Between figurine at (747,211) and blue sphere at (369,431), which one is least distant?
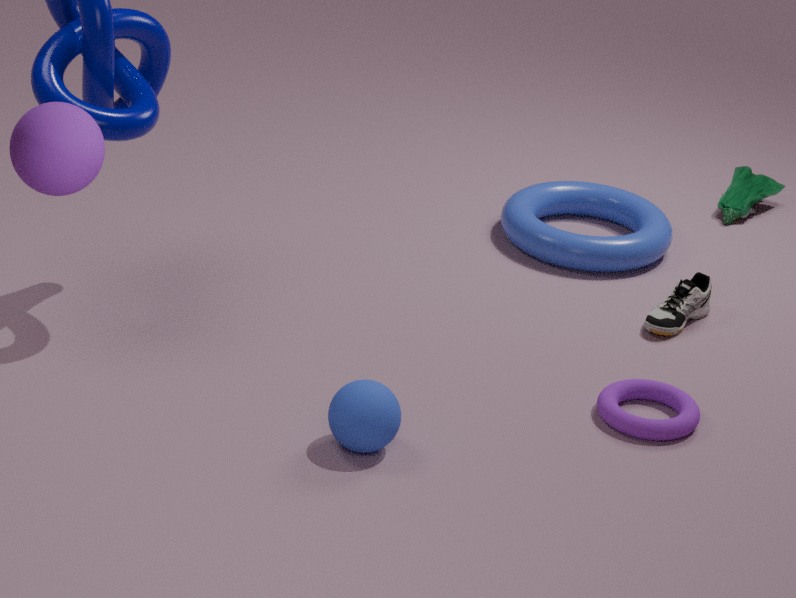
blue sphere at (369,431)
